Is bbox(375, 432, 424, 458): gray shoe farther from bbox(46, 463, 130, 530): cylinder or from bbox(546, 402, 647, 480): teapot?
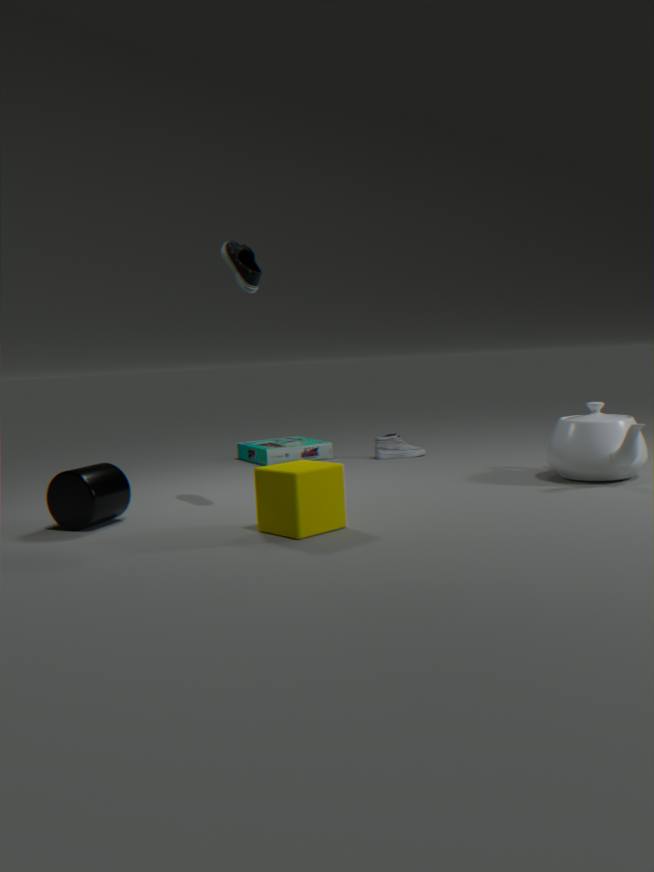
bbox(46, 463, 130, 530): cylinder
